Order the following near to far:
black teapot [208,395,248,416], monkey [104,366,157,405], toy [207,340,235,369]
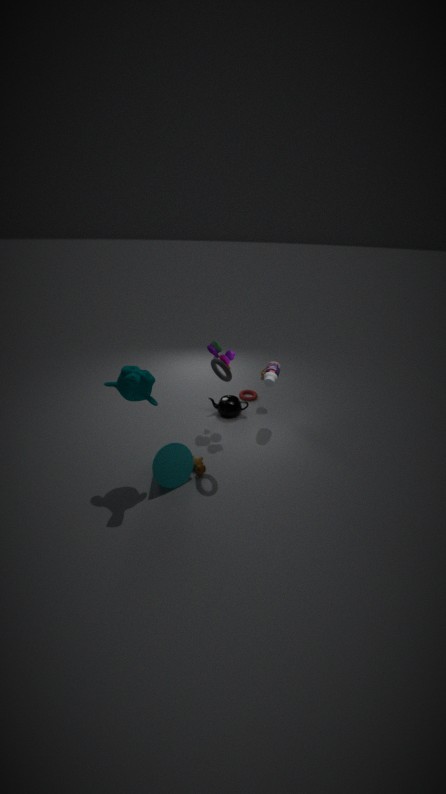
monkey [104,366,157,405] < toy [207,340,235,369] < black teapot [208,395,248,416]
